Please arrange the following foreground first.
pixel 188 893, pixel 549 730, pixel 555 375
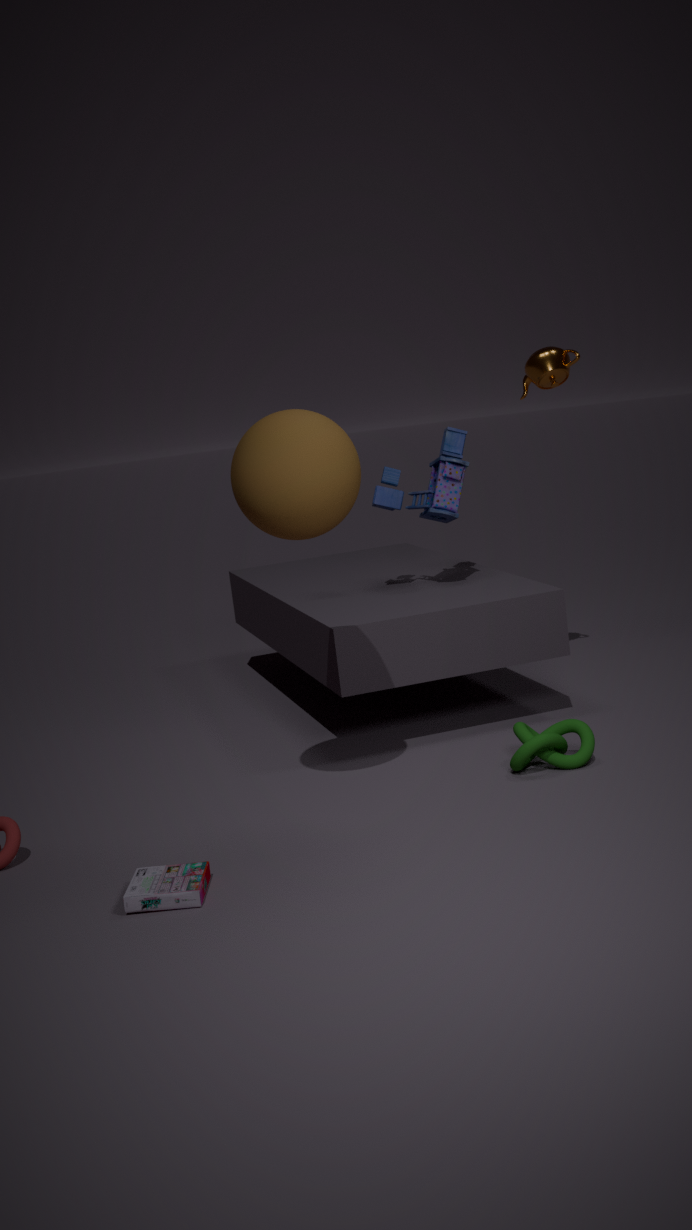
pixel 188 893
pixel 549 730
pixel 555 375
